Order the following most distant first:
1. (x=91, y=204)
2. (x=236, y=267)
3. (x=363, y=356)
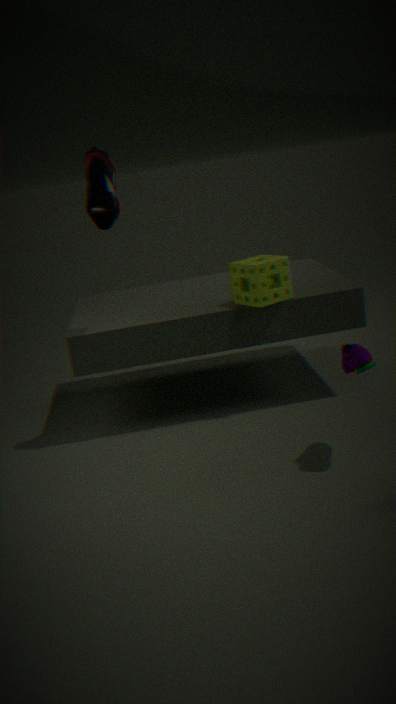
(x=236, y=267) < (x=91, y=204) < (x=363, y=356)
